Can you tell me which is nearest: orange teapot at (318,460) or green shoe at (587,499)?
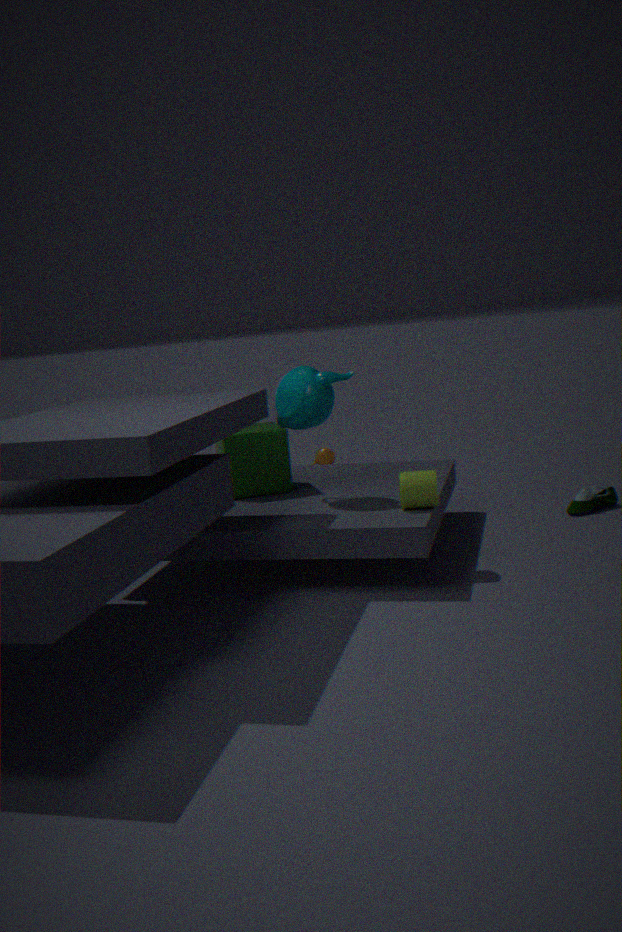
green shoe at (587,499)
